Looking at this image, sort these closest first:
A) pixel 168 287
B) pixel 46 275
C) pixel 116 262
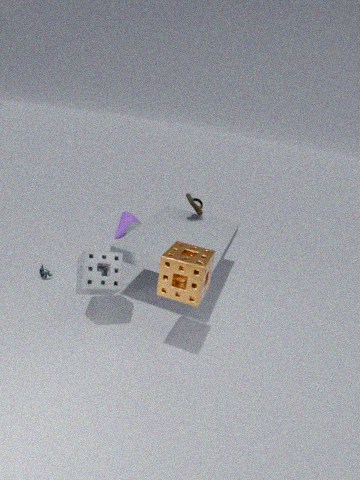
pixel 168 287 → pixel 116 262 → pixel 46 275
